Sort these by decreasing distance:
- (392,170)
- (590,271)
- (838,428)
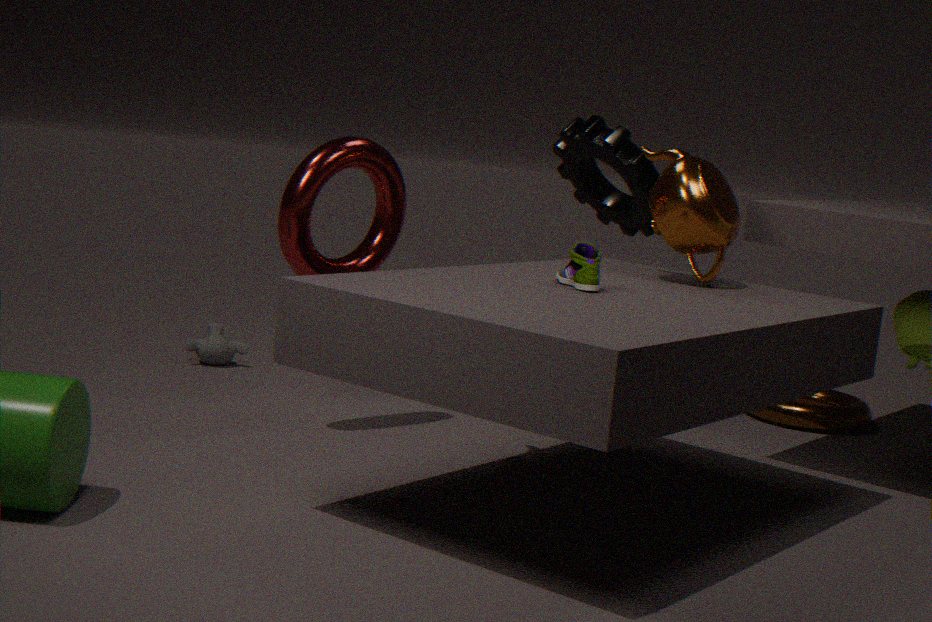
(838,428) < (392,170) < (590,271)
